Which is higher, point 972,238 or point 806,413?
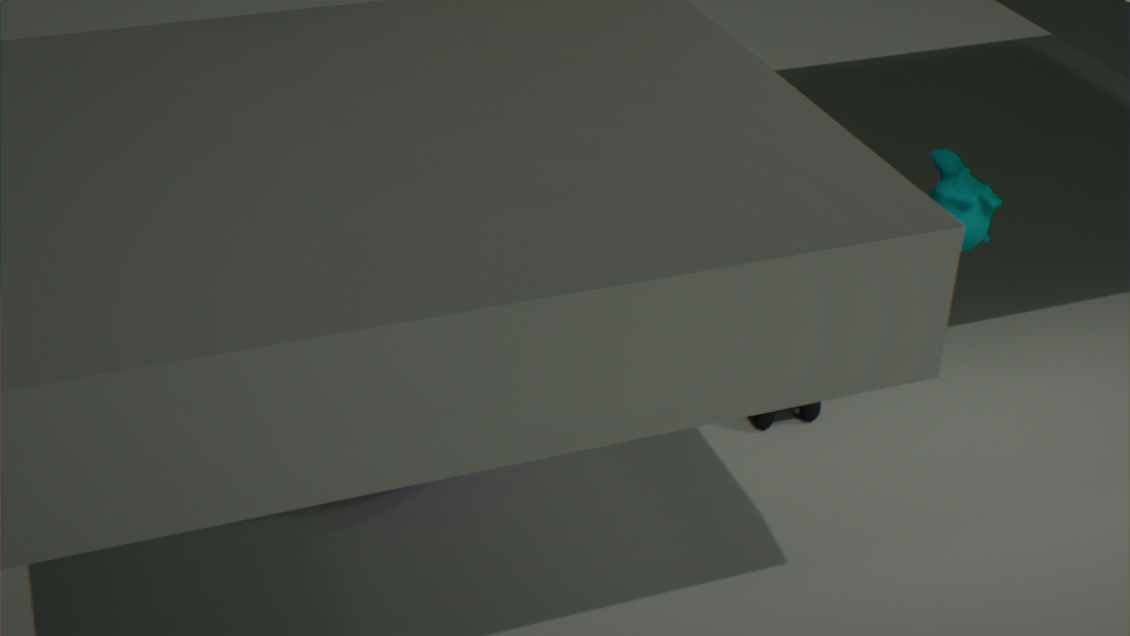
point 972,238
